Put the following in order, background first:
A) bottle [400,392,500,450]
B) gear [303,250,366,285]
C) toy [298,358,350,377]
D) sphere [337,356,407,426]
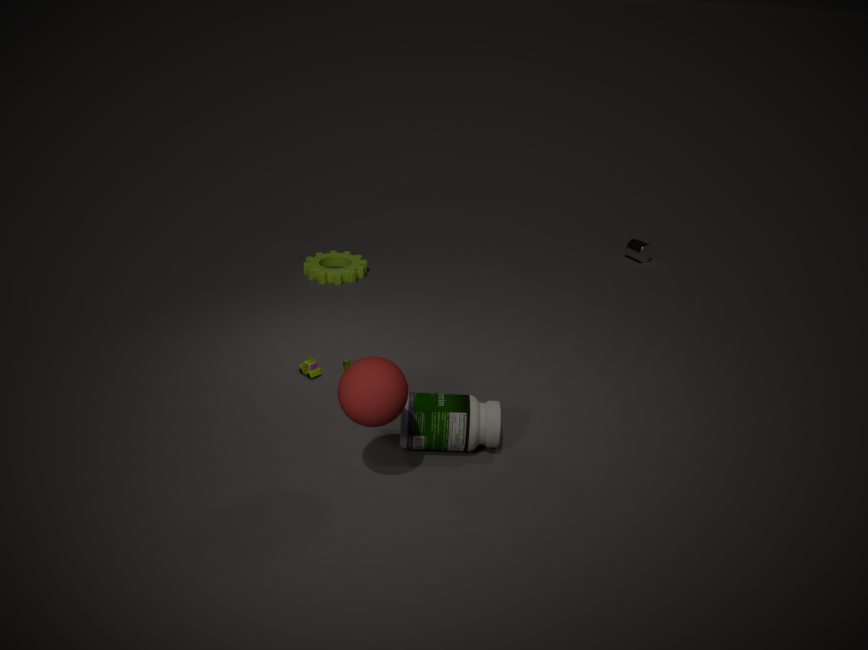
gear [303,250,366,285] < toy [298,358,350,377] < bottle [400,392,500,450] < sphere [337,356,407,426]
